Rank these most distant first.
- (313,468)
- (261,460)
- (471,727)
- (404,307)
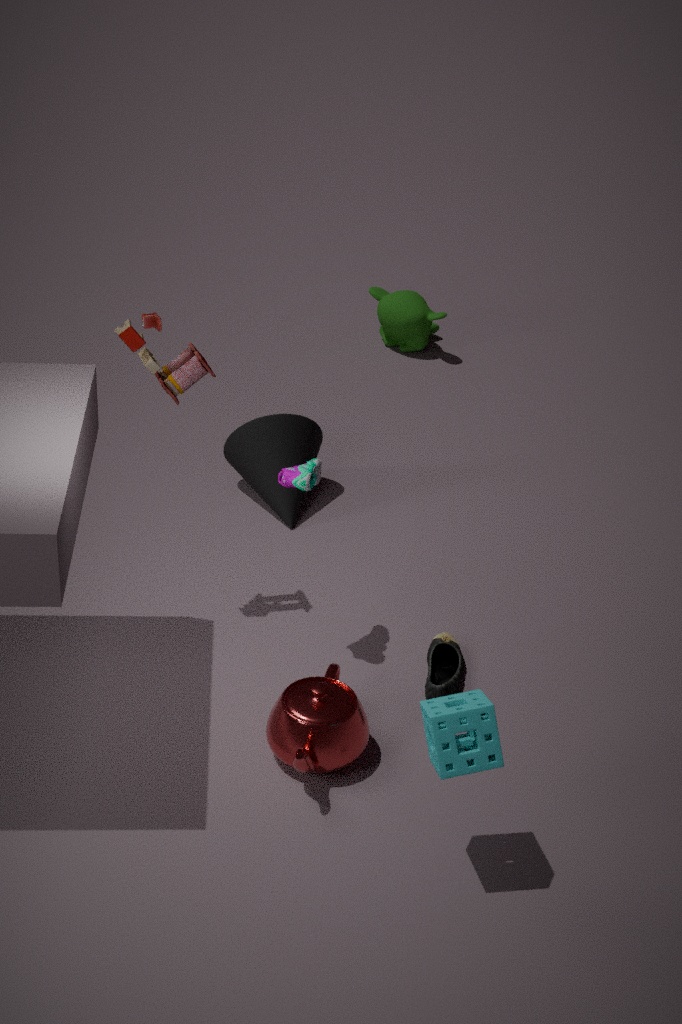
(404,307)
(261,460)
(313,468)
(471,727)
